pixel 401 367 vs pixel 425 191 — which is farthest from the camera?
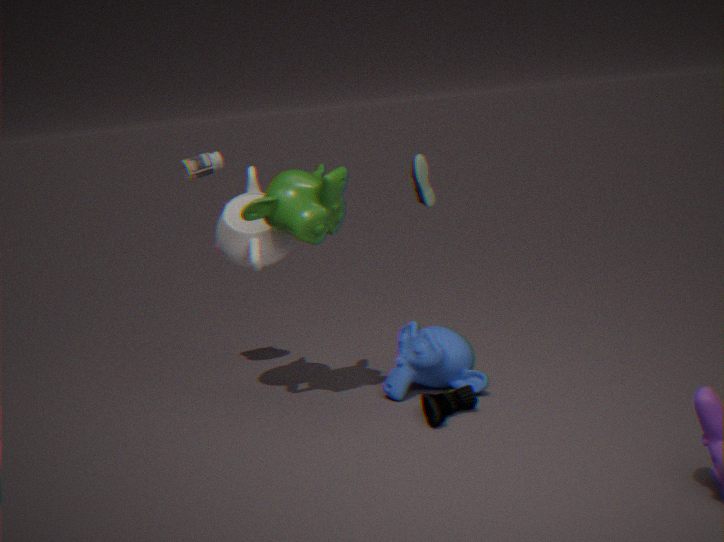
pixel 401 367
